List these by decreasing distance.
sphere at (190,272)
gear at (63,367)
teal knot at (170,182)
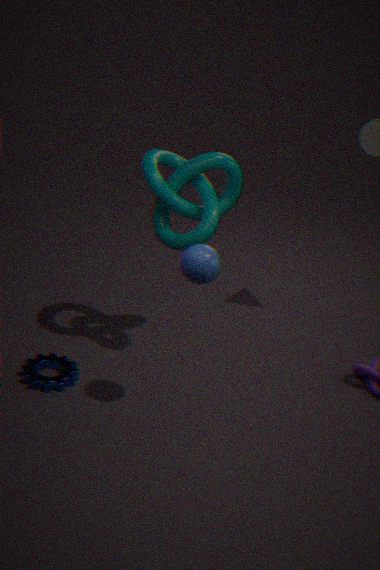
1. teal knot at (170,182)
2. gear at (63,367)
3. sphere at (190,272)
